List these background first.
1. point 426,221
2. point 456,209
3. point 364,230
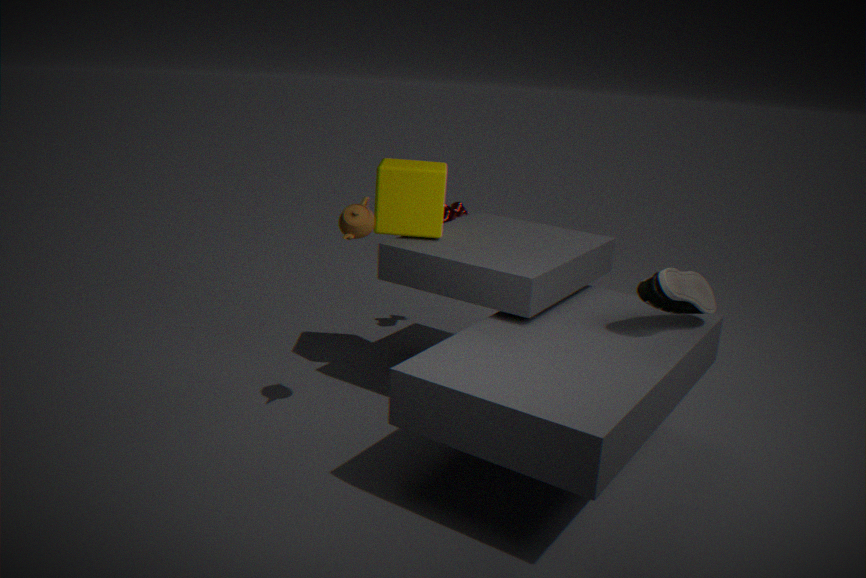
point 456,209, point 426,221, point 364,230
